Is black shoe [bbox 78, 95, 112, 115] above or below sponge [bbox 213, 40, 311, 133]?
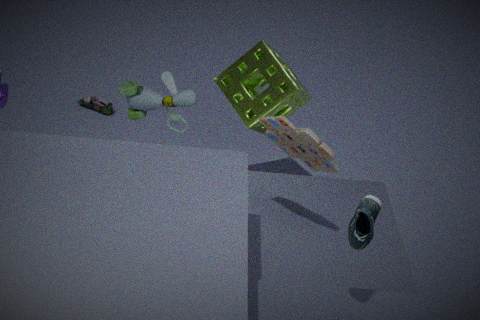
below
